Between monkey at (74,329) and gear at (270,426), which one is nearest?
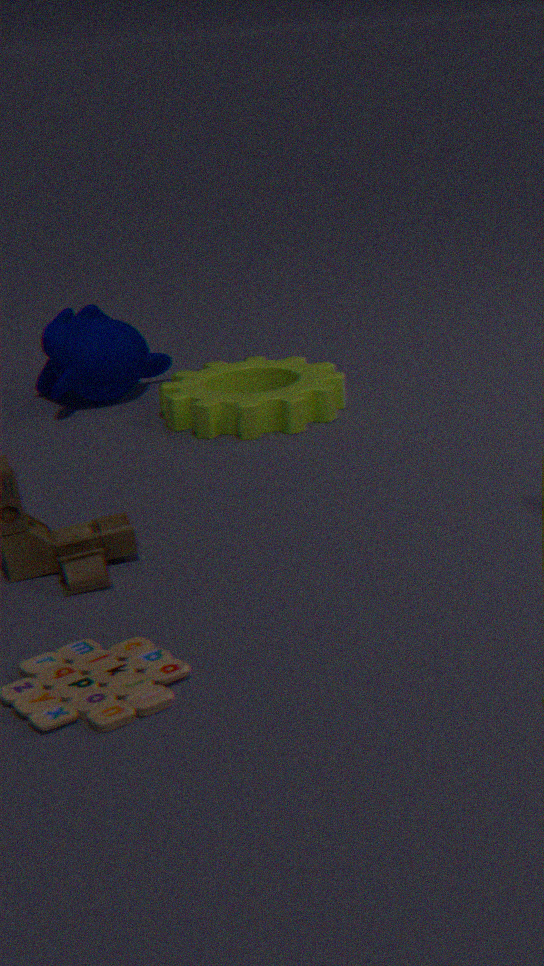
gear at (270,426)
